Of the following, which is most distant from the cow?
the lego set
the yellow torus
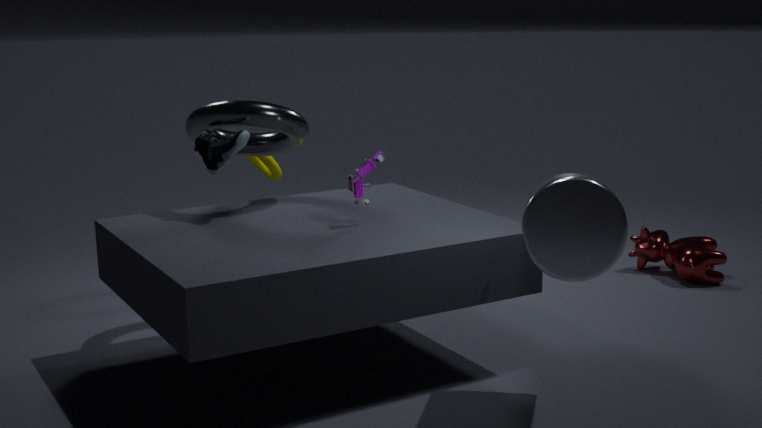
the lego set
